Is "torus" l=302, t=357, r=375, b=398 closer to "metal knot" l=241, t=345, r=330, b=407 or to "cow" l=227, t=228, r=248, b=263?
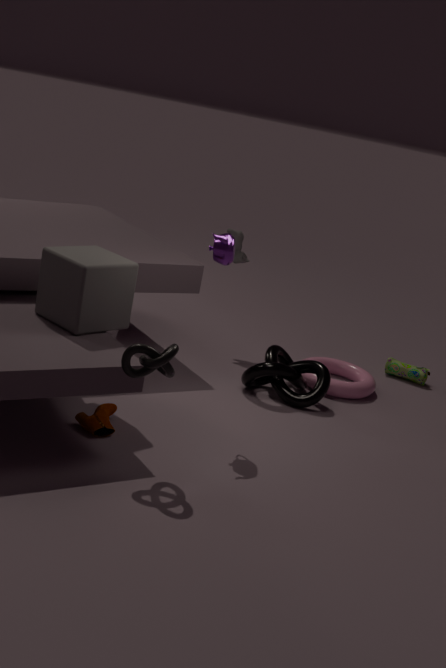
"metal knot" l=241, t=345, r=330, b=407
